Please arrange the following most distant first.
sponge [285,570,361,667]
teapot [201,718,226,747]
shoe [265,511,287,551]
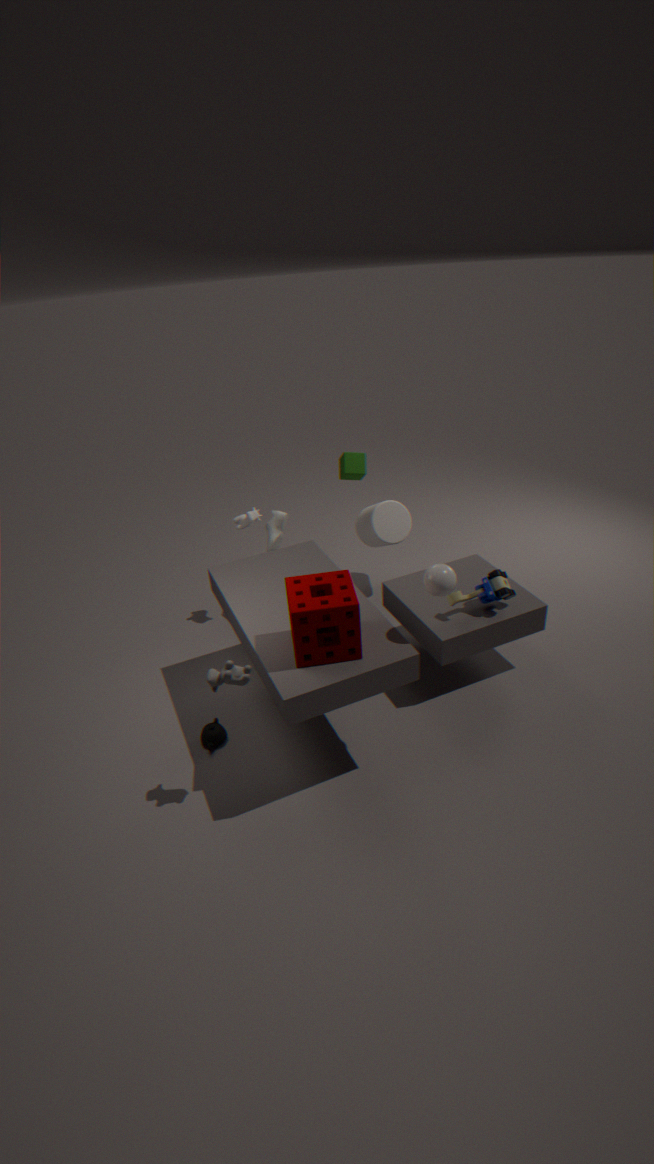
shoe [265,511,287,551] → teapot [201,718,226,747] → sponge [285,570,361,667]
